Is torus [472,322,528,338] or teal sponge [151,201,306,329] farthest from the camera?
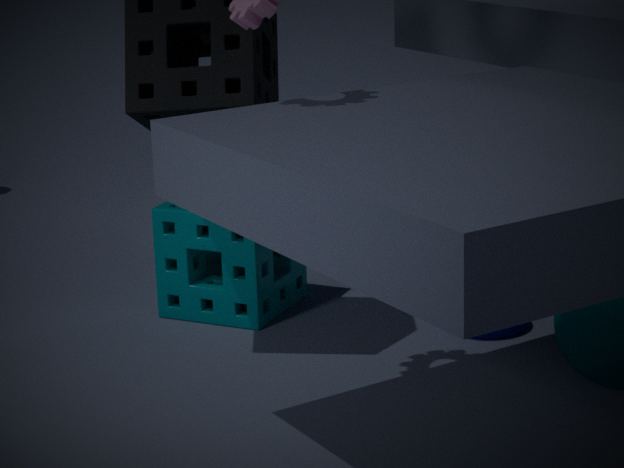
teal sponge [151,201,306,329]
